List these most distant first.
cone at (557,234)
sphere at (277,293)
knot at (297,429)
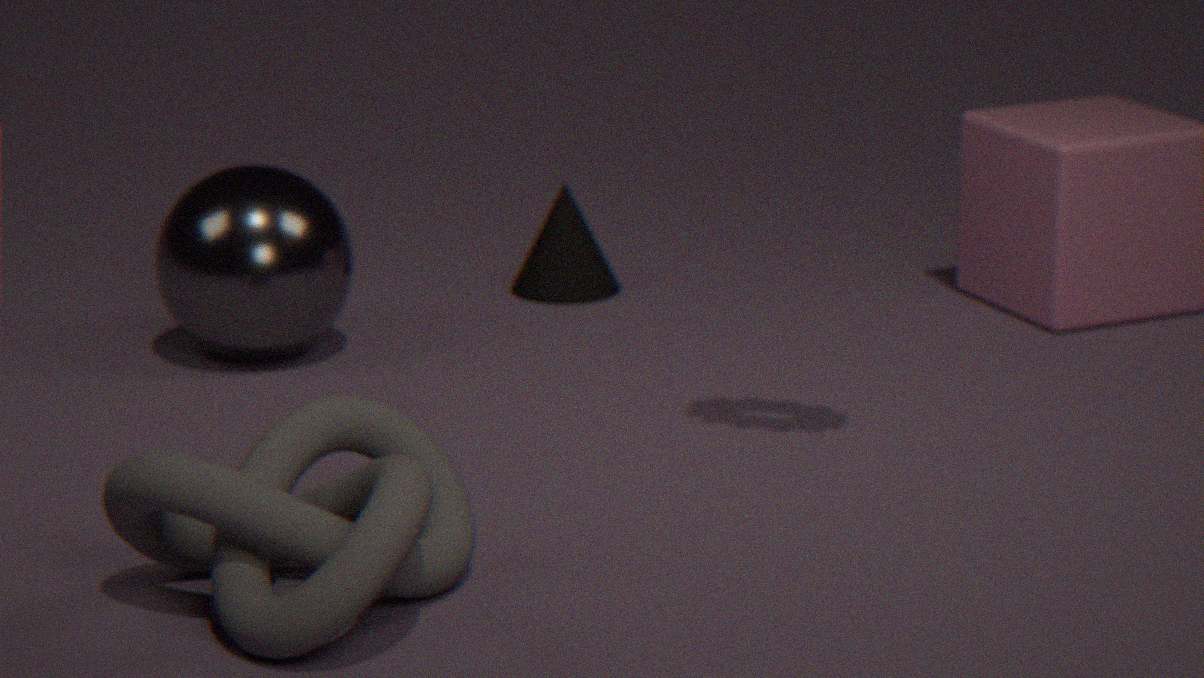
cone at (557,234) → sphere at (277,293) → knot at (297,429)
